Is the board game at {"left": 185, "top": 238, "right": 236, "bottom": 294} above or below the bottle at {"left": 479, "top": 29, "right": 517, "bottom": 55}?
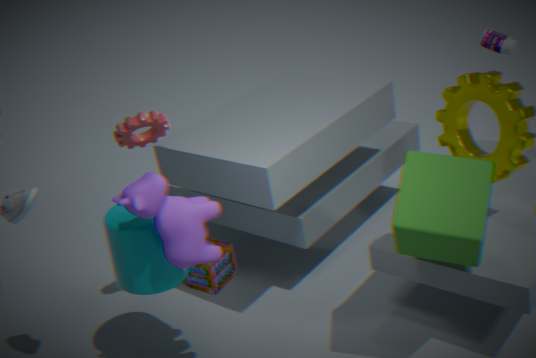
below
